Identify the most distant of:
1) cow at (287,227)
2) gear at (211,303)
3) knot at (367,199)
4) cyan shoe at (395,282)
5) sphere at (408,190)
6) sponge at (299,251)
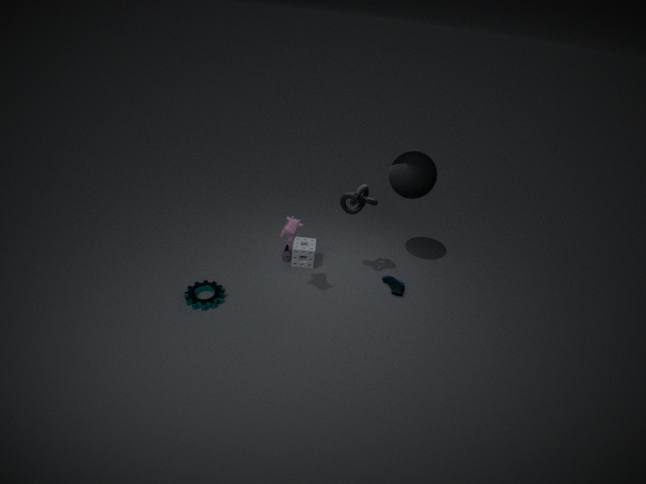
6. sponge at (299,251)
